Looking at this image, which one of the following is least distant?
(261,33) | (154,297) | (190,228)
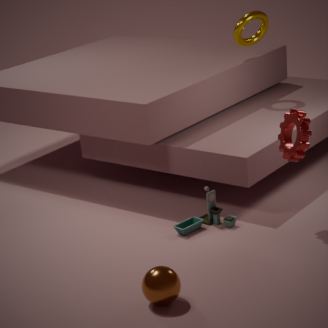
(154,297)
